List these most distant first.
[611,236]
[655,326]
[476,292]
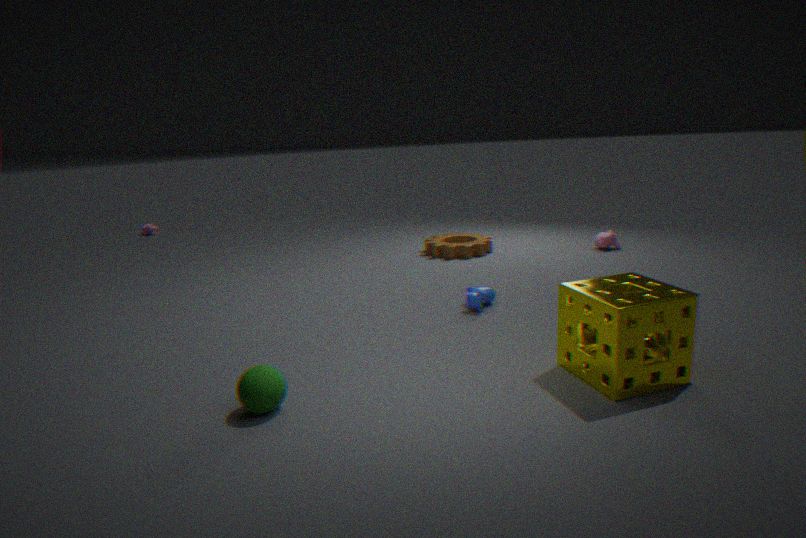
[611,236] → [476,292] → [655,326]
